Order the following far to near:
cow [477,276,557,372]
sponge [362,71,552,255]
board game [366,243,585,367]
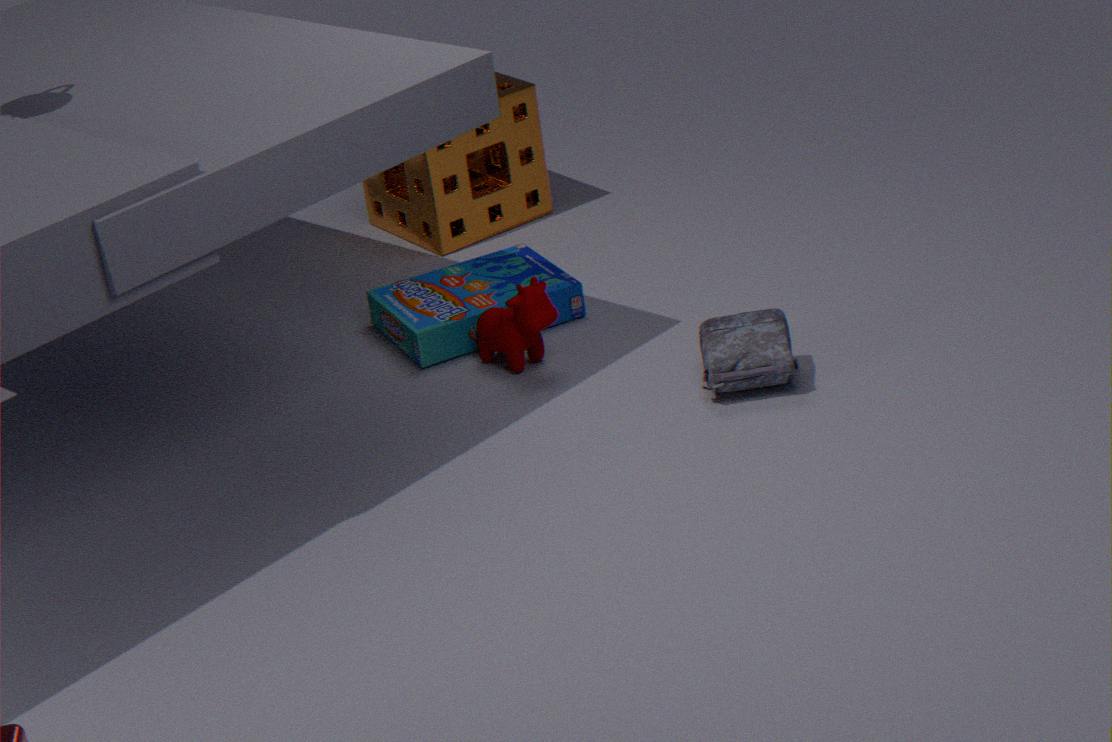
sponge [362,71,552,255]
board game [366,243,585,367]
cow [477,276,557,372]
